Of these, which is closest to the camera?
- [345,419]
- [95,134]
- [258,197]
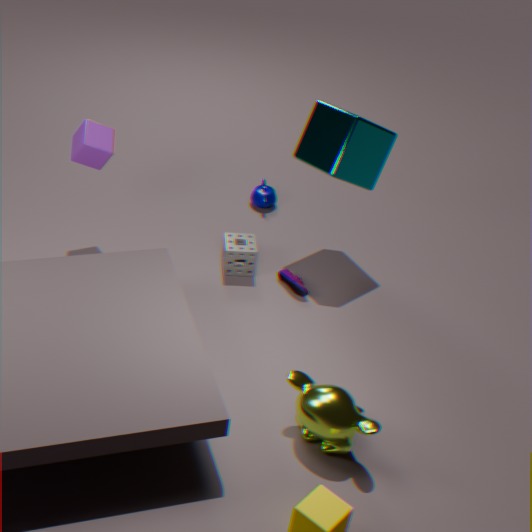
[345,419]
